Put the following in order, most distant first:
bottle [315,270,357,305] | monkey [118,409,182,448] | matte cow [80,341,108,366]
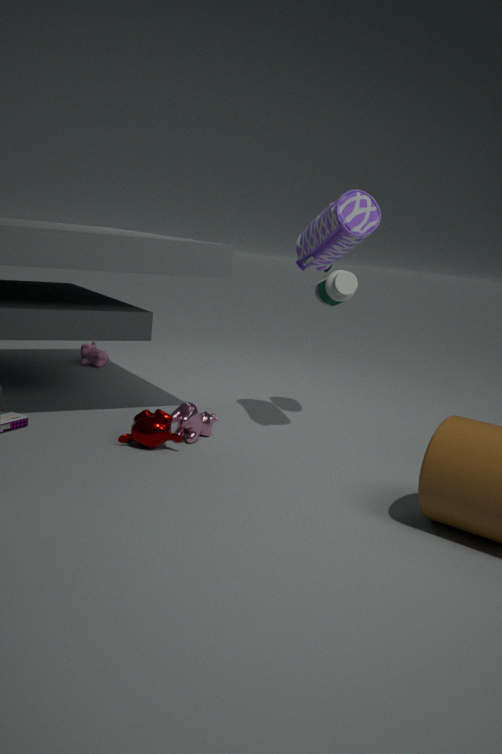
matte cow [80,341,108,366]
bottle [315,270,357,305]
monkey [118,409,182,448]
